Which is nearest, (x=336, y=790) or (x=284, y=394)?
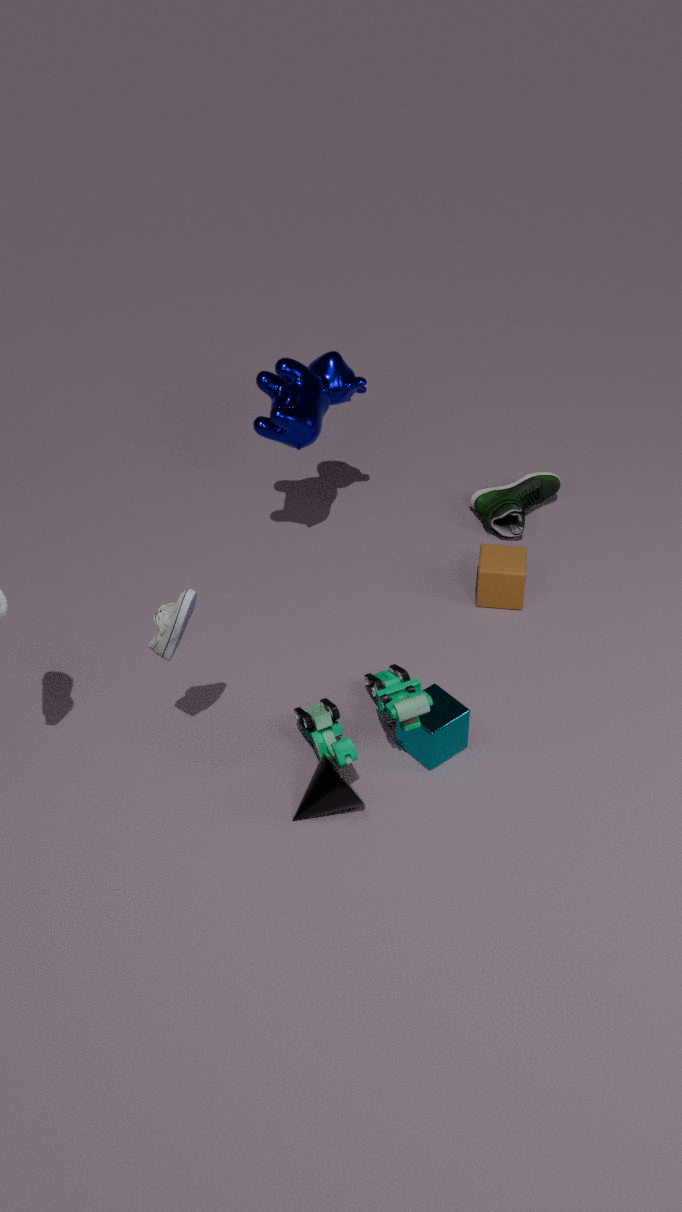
(x=336, y=790)
